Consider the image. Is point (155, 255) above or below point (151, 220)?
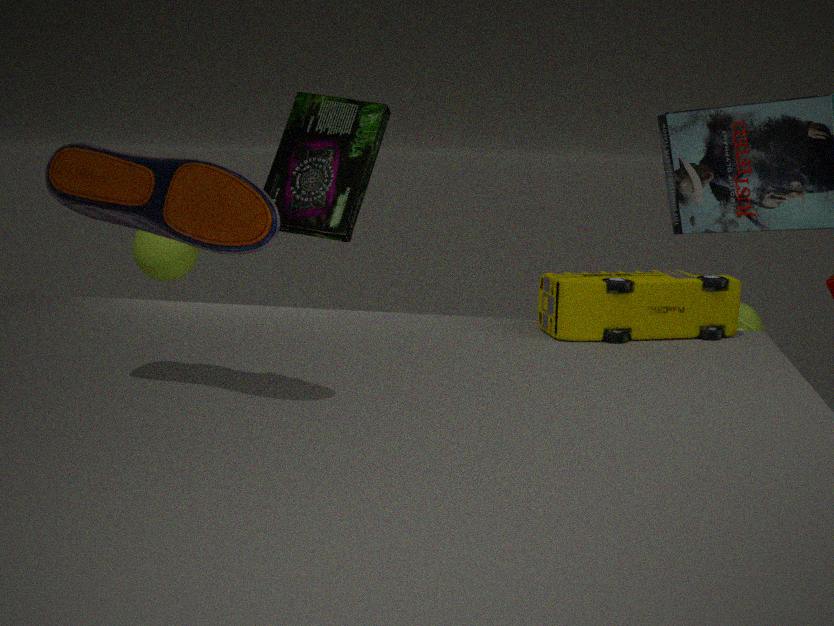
below
